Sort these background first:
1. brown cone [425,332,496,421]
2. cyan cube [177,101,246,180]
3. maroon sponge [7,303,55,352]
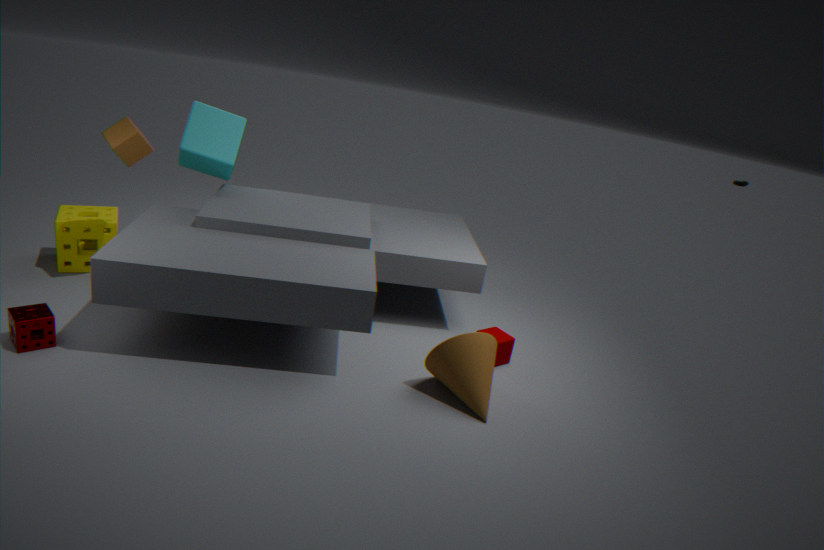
1. cyan cube [177,101,246,180]
2. brown cone [425,332,496,421]
3. maroon sponge [7,303,55,352]
